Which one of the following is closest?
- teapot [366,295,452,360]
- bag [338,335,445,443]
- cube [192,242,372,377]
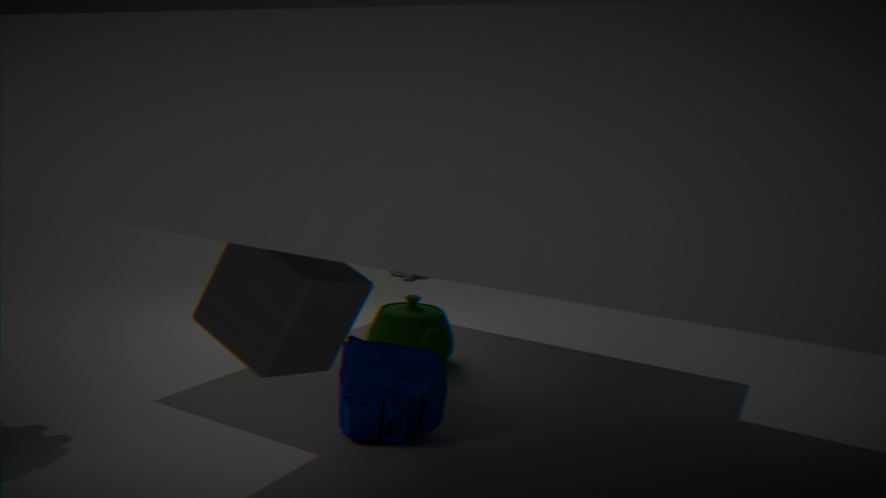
cube [192,242,372,377]
